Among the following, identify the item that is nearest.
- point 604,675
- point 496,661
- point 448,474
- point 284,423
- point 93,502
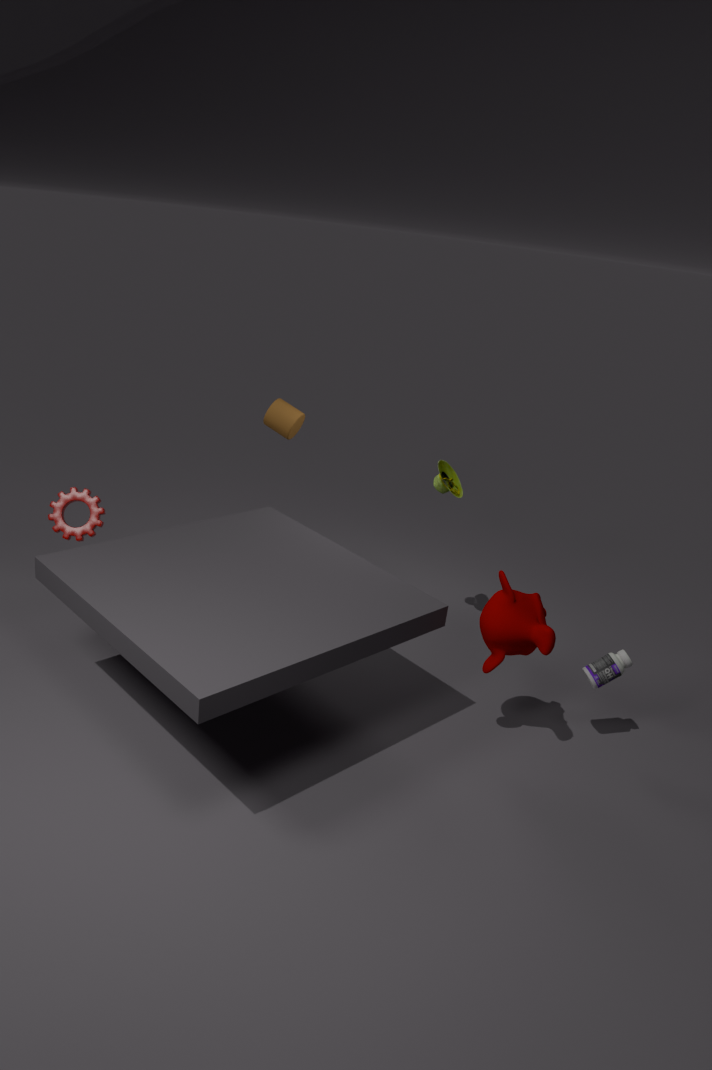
point 496,661
